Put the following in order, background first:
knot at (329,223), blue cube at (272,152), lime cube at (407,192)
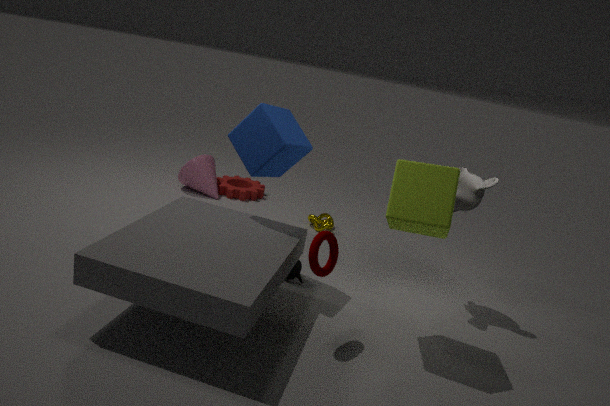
knot at (329,223) → blue cube at (272,152) → lime cube at (407,192)
